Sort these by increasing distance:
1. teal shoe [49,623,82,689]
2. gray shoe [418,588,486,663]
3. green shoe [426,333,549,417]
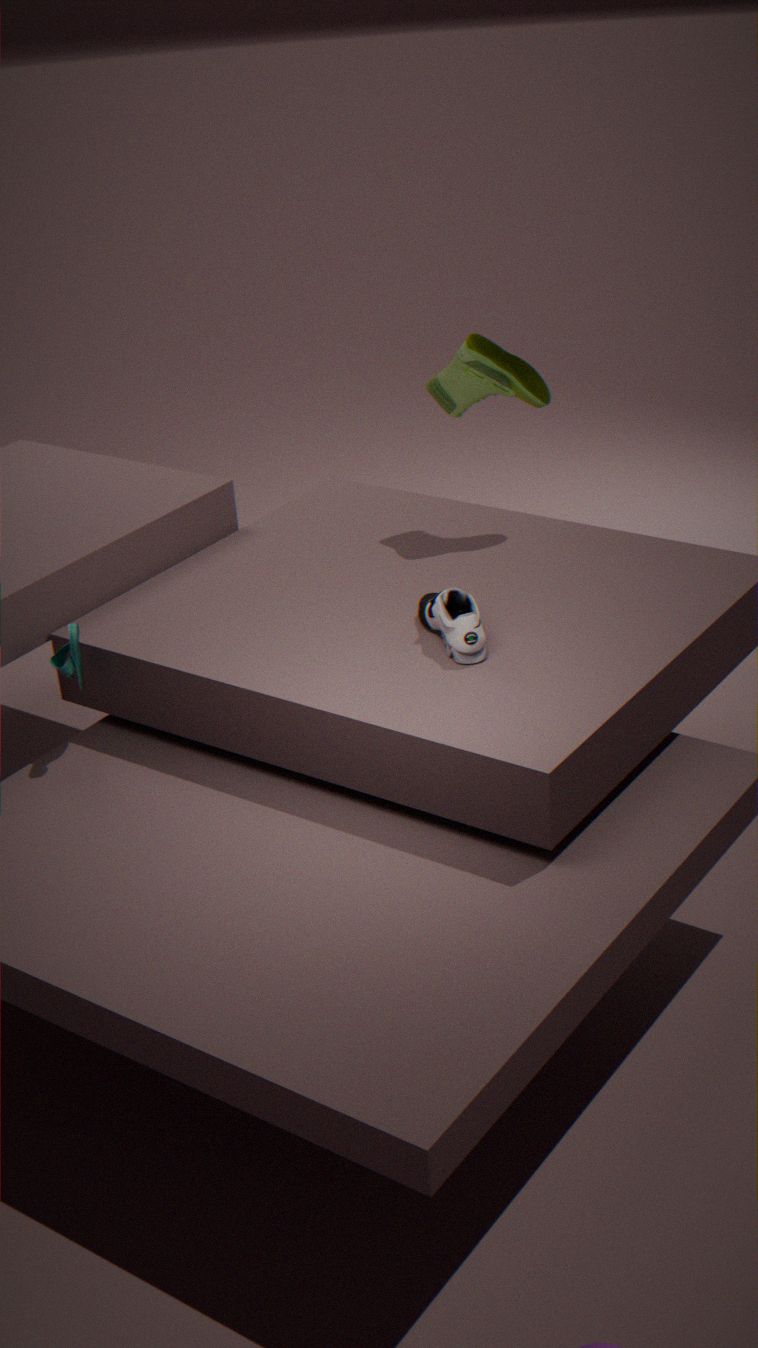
gray shoe [418,588,486,663] < teal shoe [49,623,82,689] < green shoe [426,333,549,417]
